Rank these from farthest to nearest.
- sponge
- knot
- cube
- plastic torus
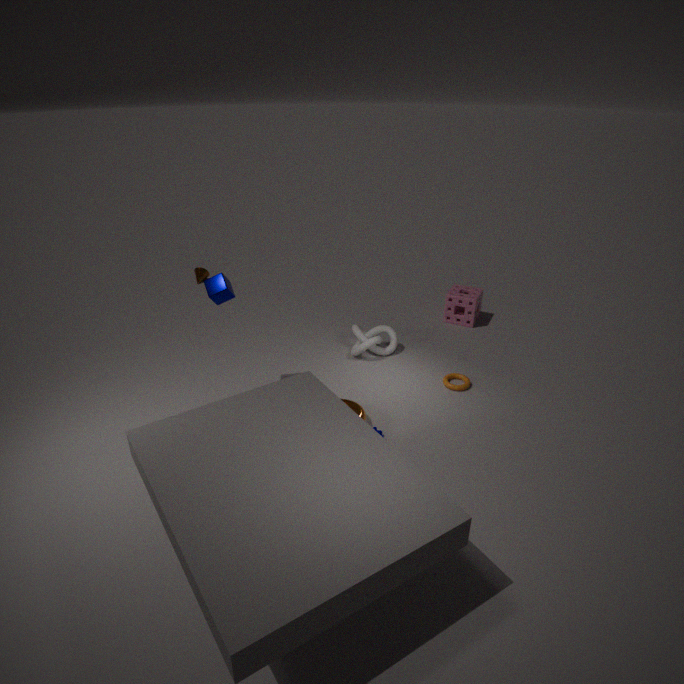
sponge < knot < plastic torus < cube
